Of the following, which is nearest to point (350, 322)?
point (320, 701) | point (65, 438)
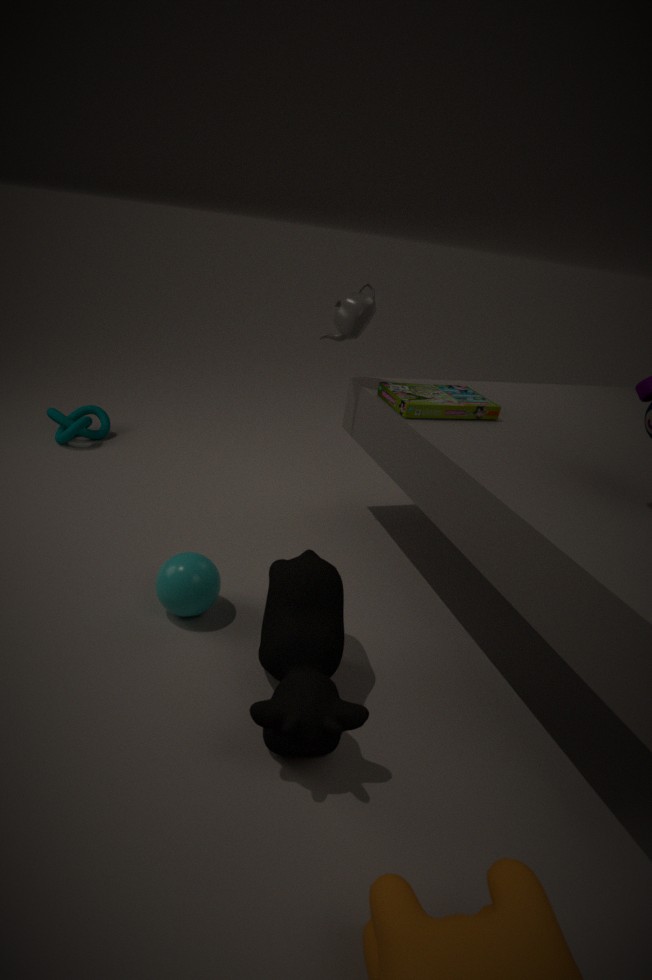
point (320, 701)
